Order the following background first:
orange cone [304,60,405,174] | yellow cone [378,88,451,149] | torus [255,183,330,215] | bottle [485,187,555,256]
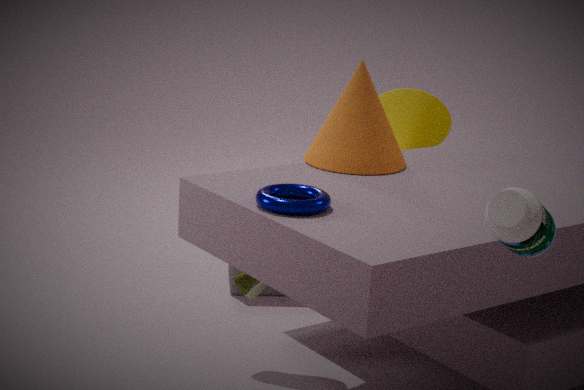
yellow cone [378,88,451,149]
orange cone [304,60,405,174]
torus [255,183,330,215]
bottle [485,187,555,256]
